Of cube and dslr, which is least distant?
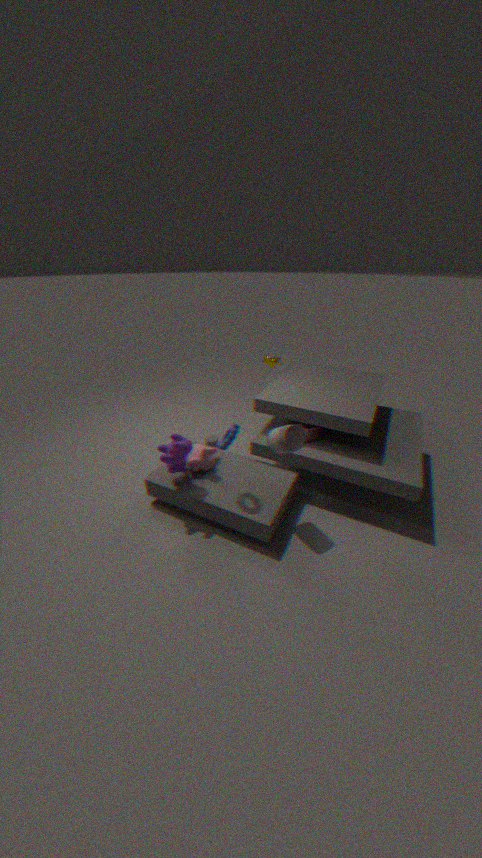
dslr
